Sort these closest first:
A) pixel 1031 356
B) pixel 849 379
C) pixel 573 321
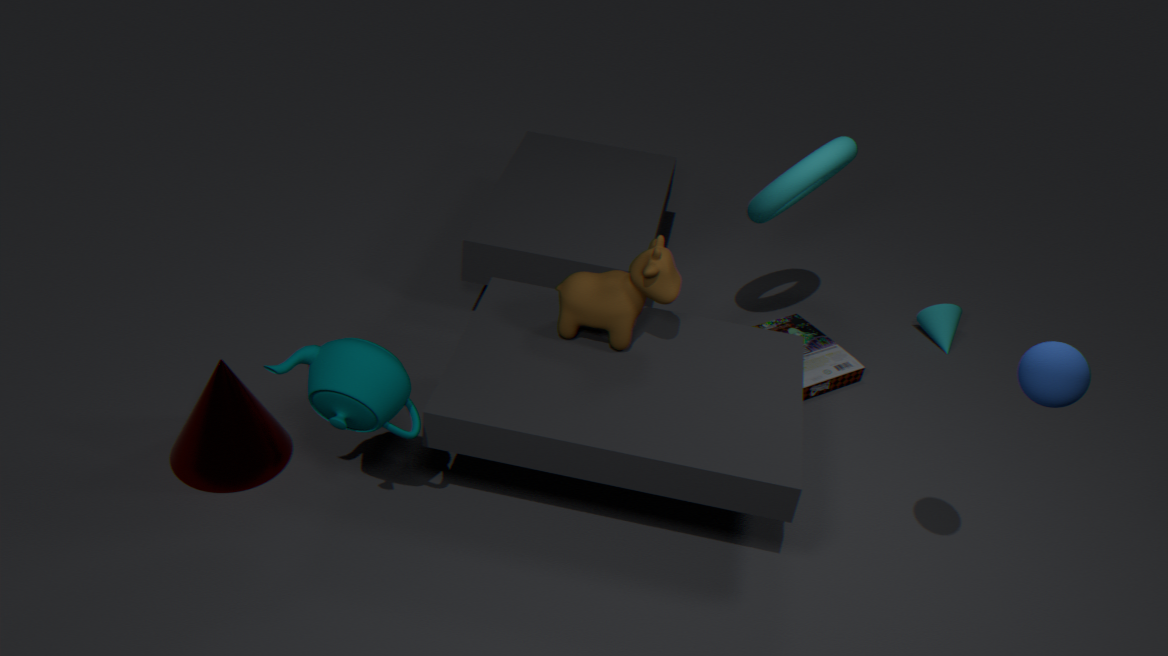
1. A. pixel 1031 356
2. C. pixel 573 321
3. B. pixel 849 379
